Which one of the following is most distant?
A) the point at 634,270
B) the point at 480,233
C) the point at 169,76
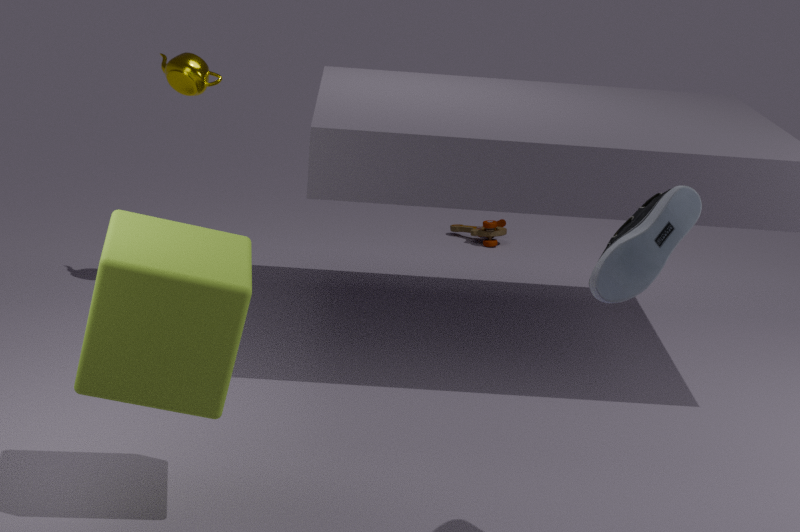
the point at 480,233
